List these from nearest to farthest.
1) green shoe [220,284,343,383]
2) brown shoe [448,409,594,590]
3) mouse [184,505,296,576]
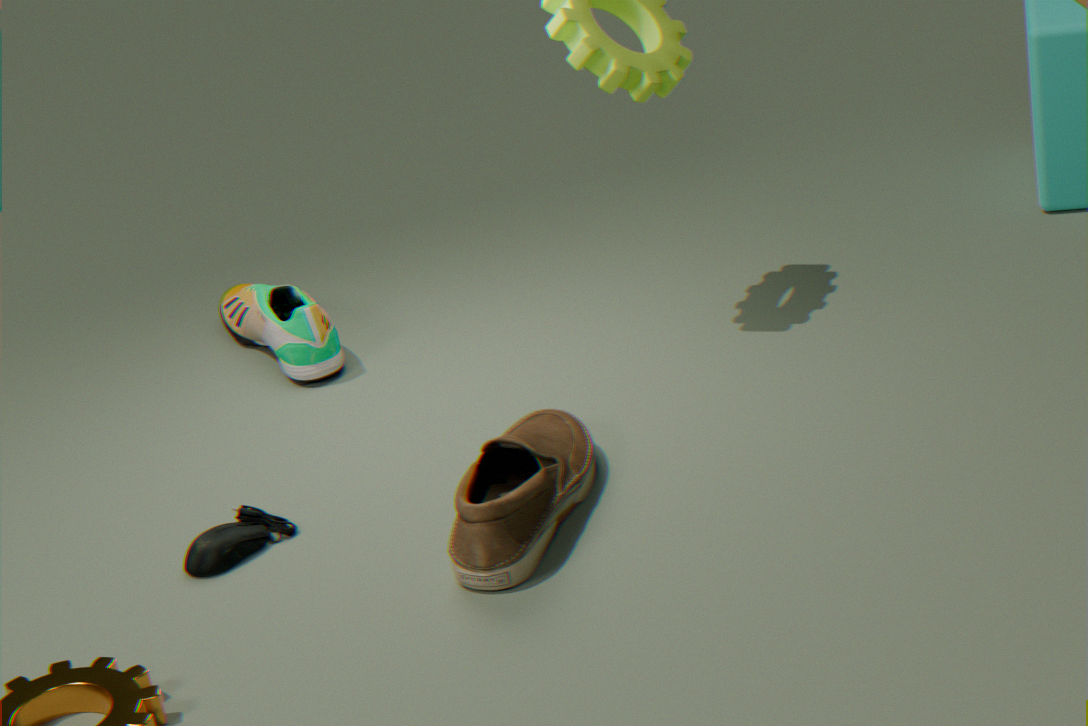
2. brown shoe [448,409,594,590] < 3. mouse [184,505,296,576] < 1. green shoe [220,284,343,383]
